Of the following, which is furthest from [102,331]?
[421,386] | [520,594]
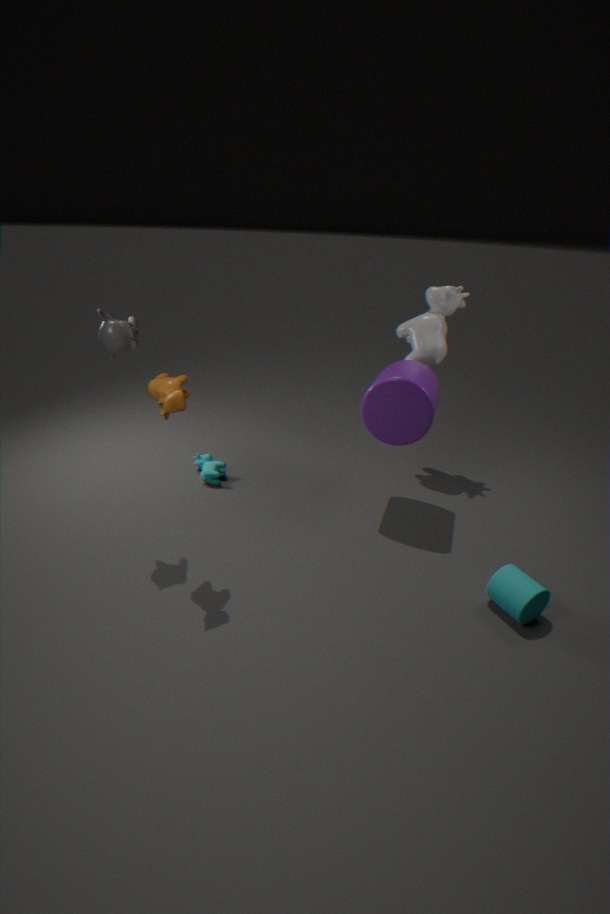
[520,594]
